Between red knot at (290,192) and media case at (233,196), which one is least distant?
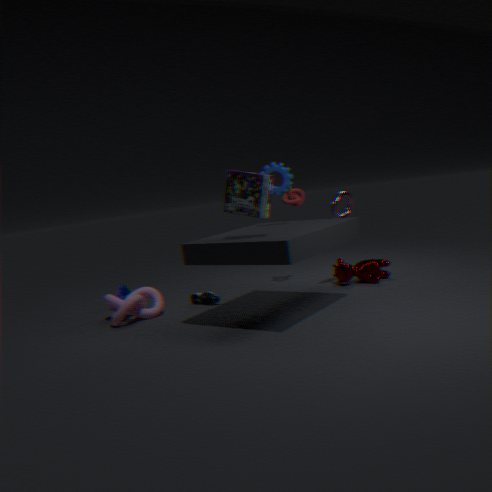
media case at (233,196)
